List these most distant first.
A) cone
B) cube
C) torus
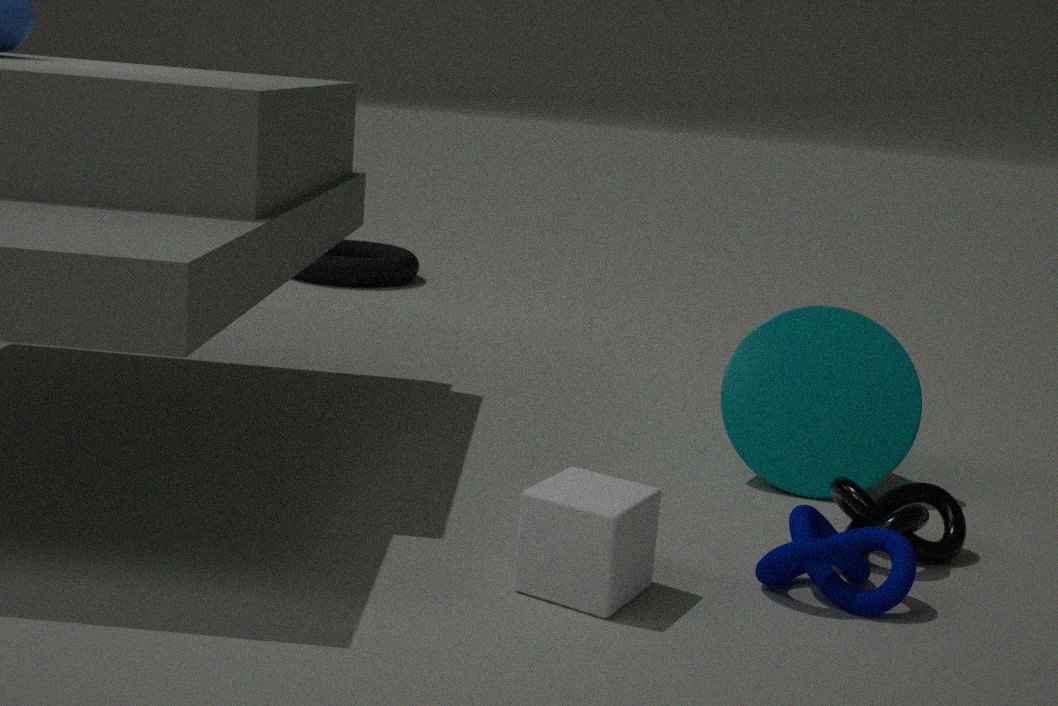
torus → cone → cube
